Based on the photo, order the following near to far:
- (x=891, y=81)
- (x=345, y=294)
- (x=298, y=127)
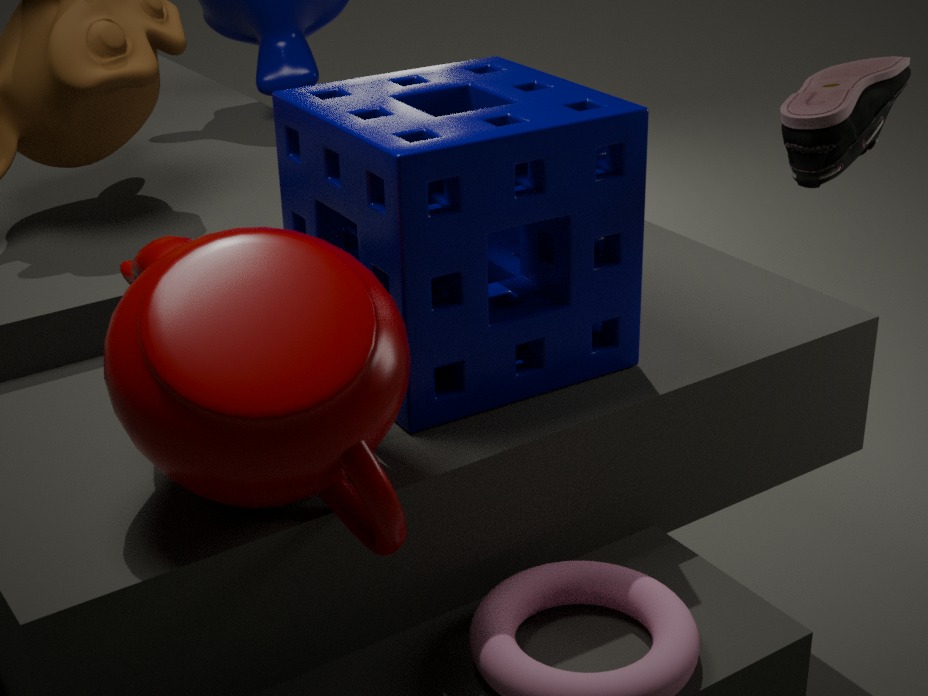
(x=345, y=294) → (x=298, y=127) → (x=891, y=81)
